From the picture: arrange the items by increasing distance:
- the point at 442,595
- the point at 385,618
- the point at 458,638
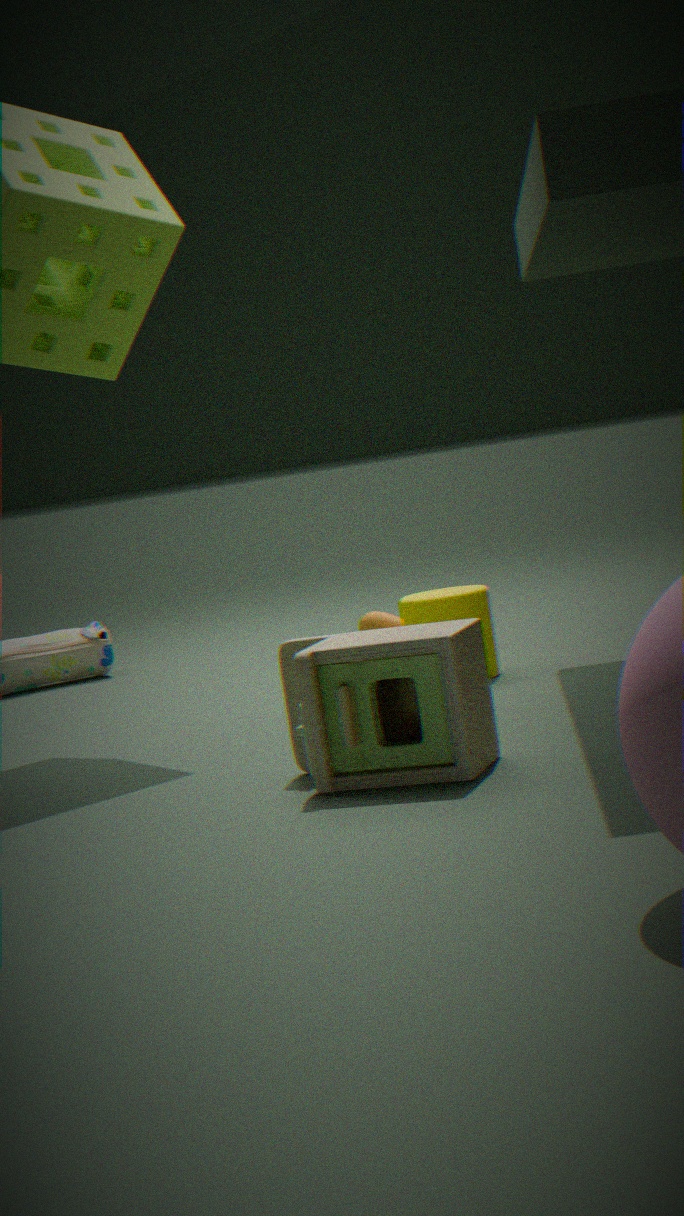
the point at 458,638
the point at 442,595
the point at 385,618
